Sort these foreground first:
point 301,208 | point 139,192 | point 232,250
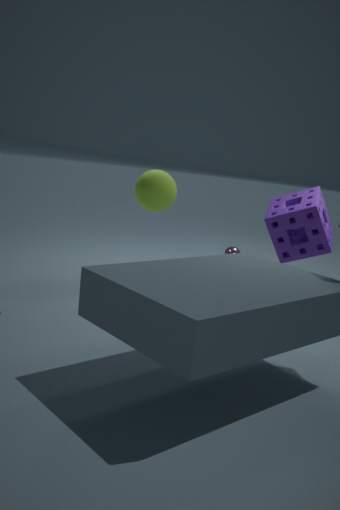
point 301,208 < point 139,192 < point 232,250
